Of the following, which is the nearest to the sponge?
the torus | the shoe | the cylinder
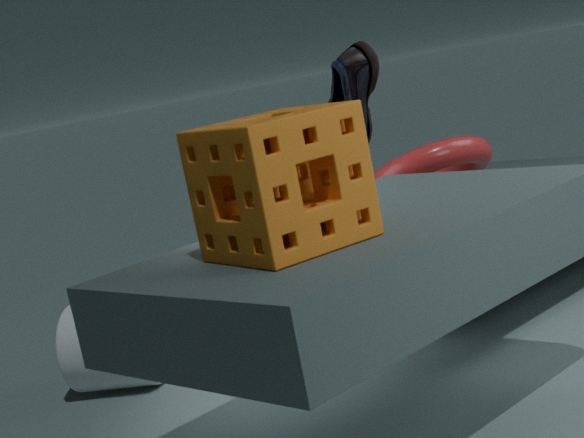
the shoe
